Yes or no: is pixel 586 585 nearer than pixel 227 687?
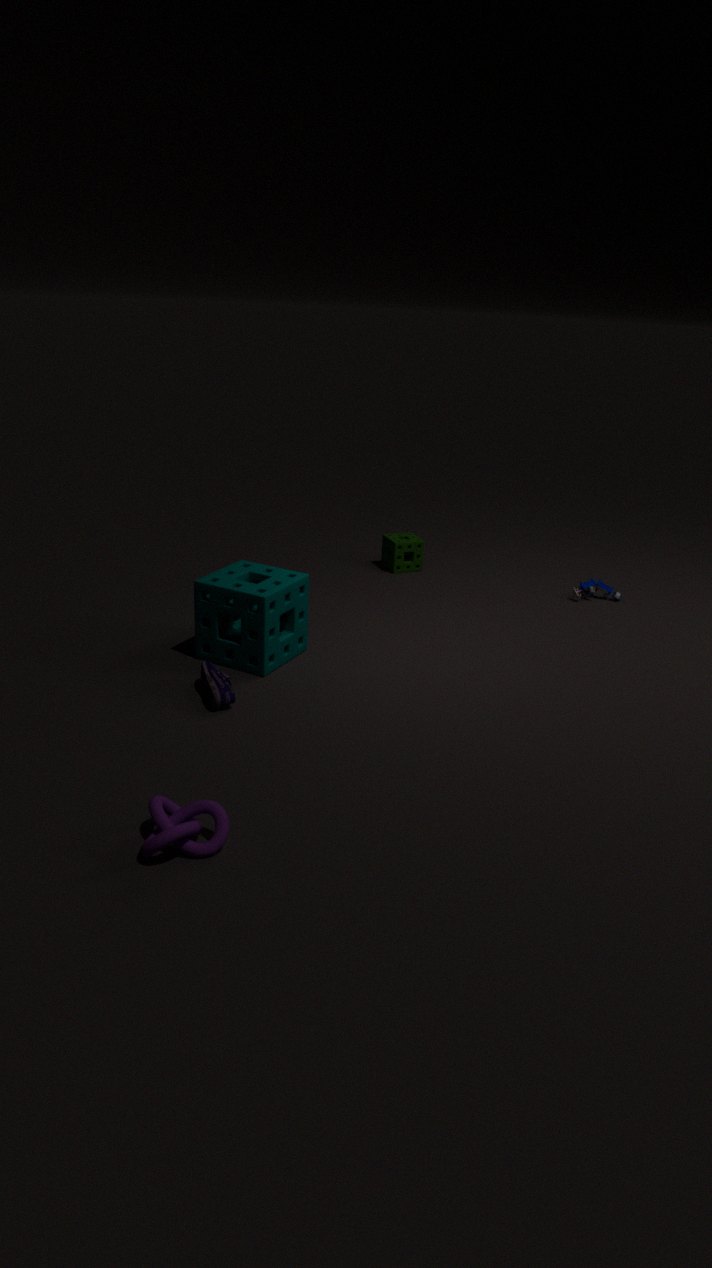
No
